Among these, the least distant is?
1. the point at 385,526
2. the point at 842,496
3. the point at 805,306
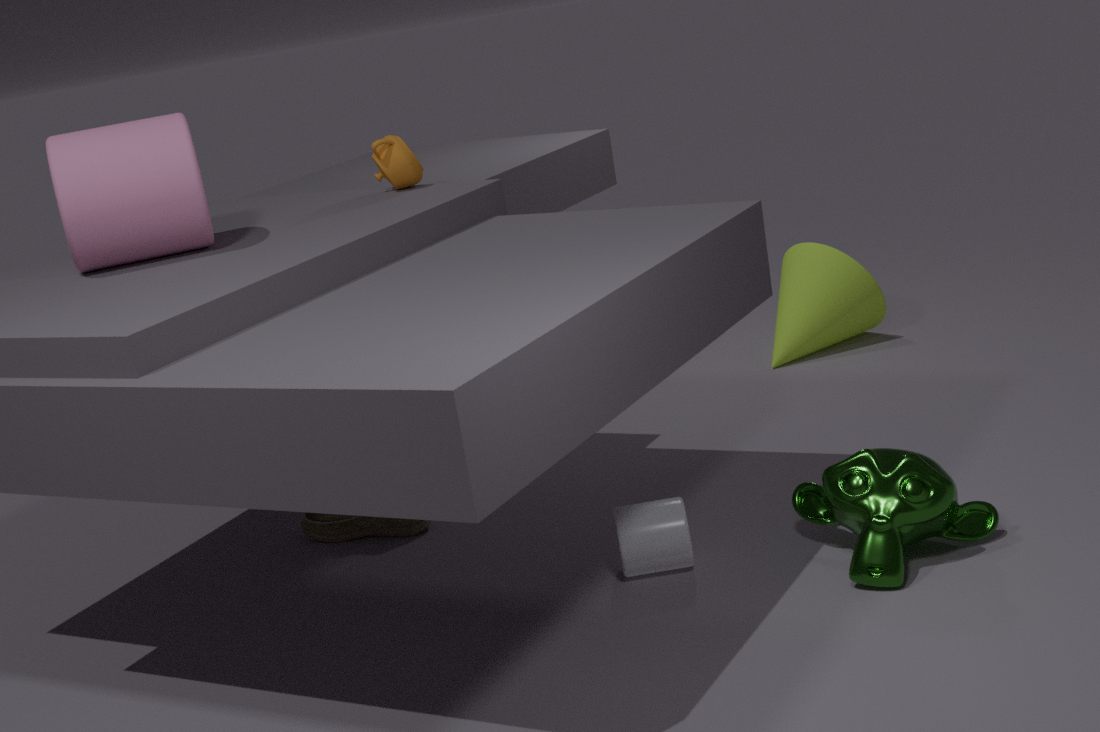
the point at 842,496
